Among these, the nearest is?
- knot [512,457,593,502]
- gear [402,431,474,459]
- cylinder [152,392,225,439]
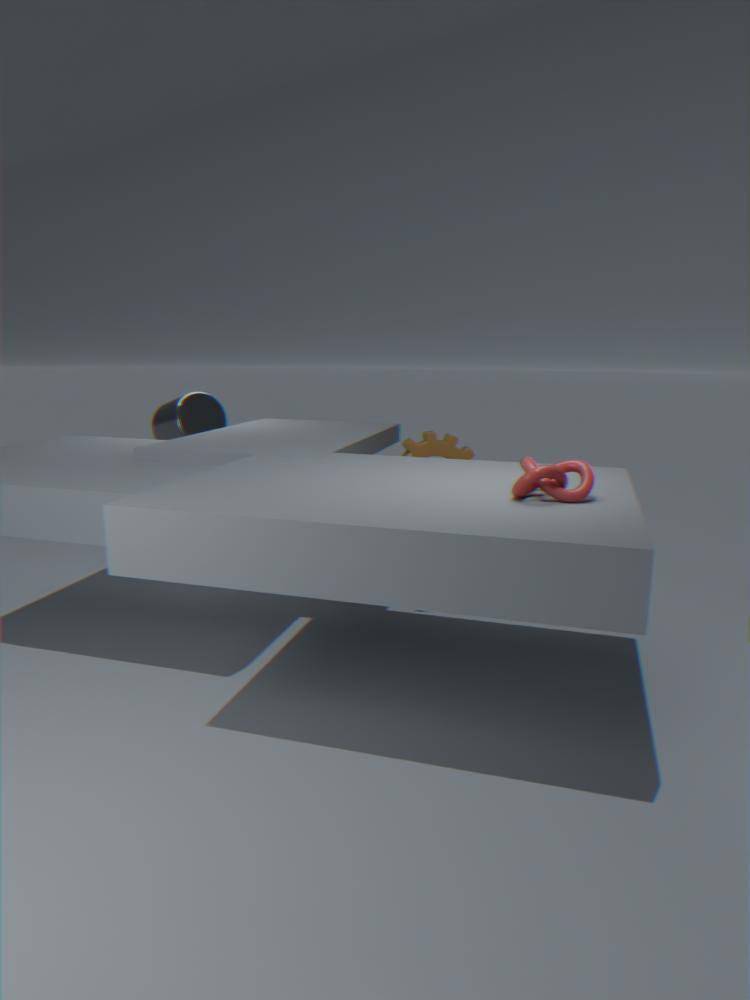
knot [512,457,593,502]
